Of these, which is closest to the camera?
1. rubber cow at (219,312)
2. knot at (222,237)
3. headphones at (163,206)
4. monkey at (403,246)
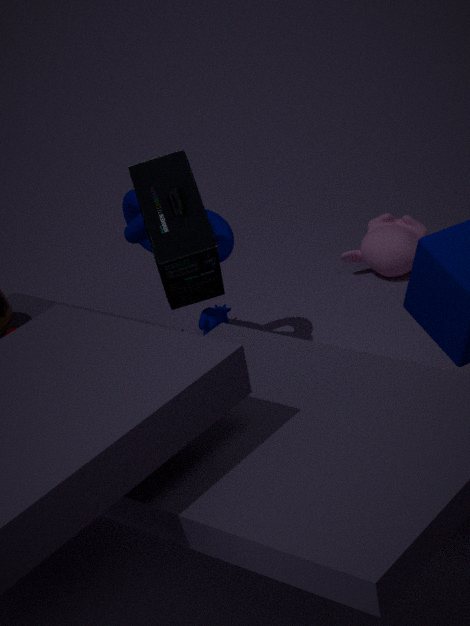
headphones at (163,206)
